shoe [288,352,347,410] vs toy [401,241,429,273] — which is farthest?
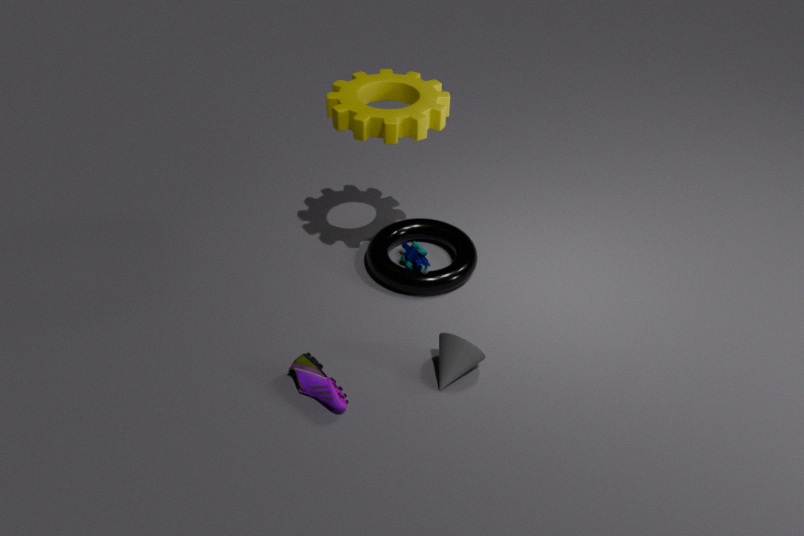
toy [401,241,429,273]
